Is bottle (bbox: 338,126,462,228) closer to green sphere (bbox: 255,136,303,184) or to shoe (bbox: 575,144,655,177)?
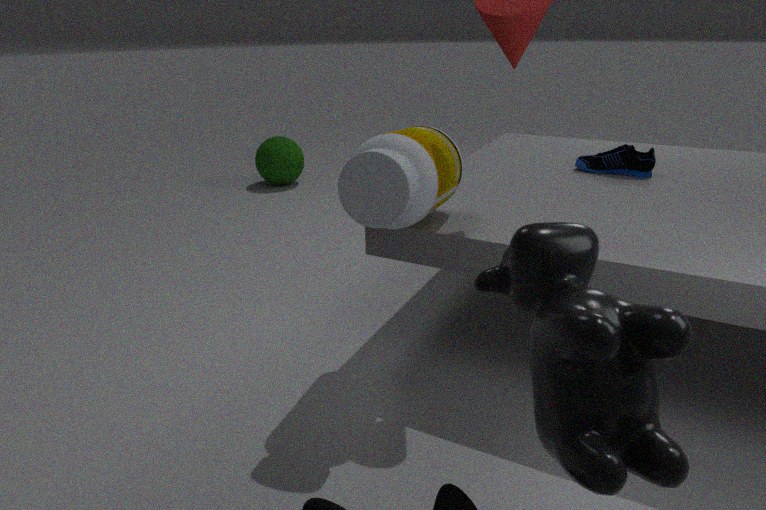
shoe (bbox: 575,144,655,177)
